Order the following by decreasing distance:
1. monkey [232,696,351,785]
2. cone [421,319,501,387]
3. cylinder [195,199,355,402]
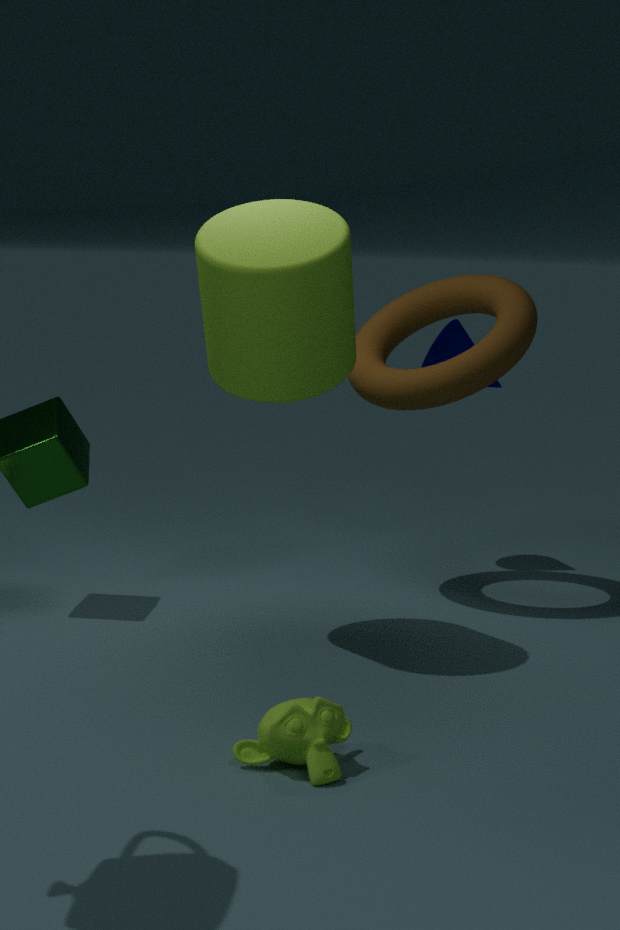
cone [421,319,501,387] < cylinder [195,199,355,402] < monkey [232,696,351,785]
